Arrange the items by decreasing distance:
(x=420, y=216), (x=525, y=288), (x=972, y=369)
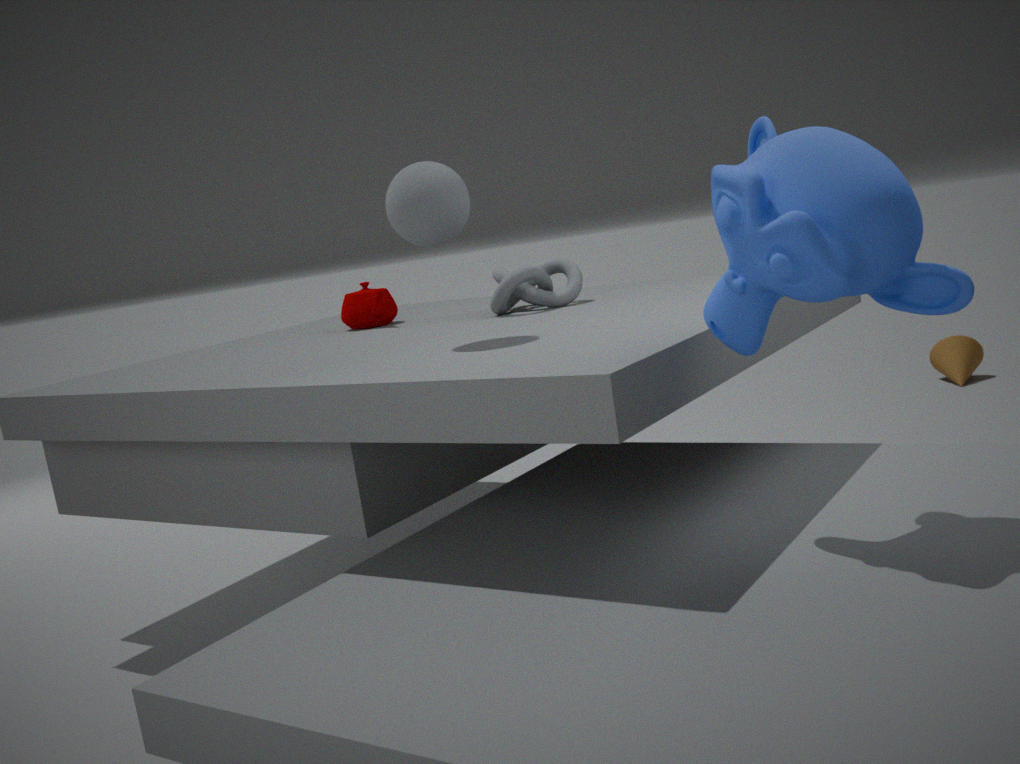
(x=972, y=369) → (x=525, y=288) → (x=420, y=216)
